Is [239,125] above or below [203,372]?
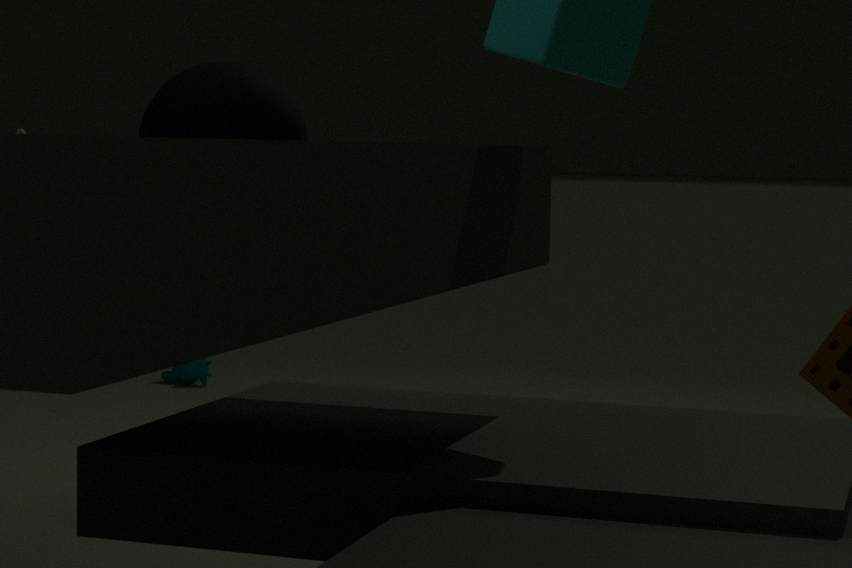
above
